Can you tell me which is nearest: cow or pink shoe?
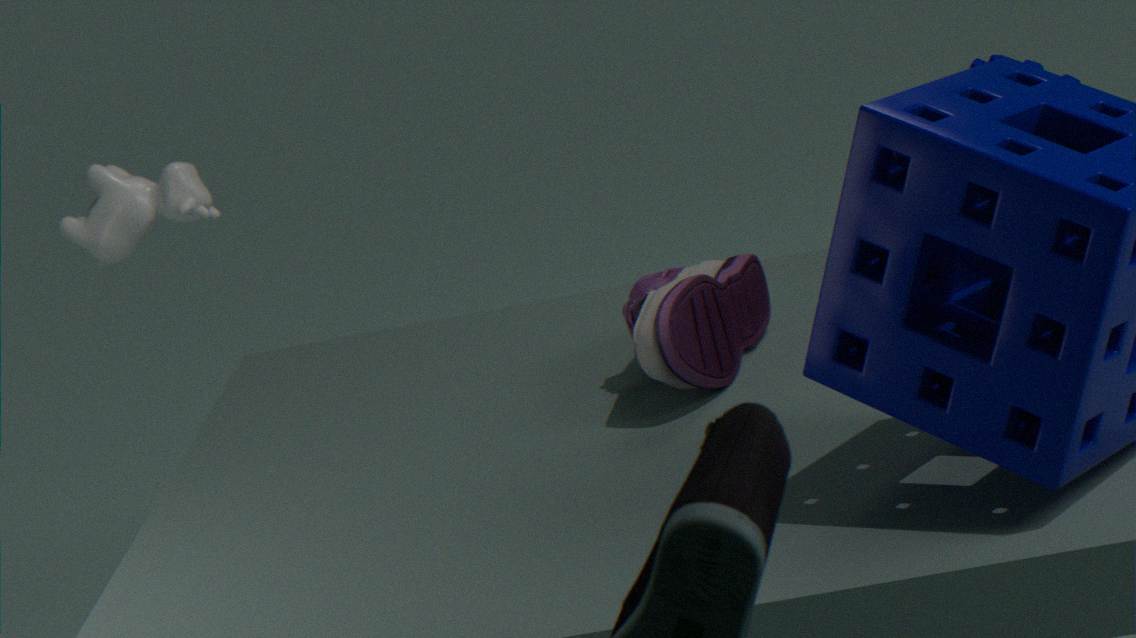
pink shoe
